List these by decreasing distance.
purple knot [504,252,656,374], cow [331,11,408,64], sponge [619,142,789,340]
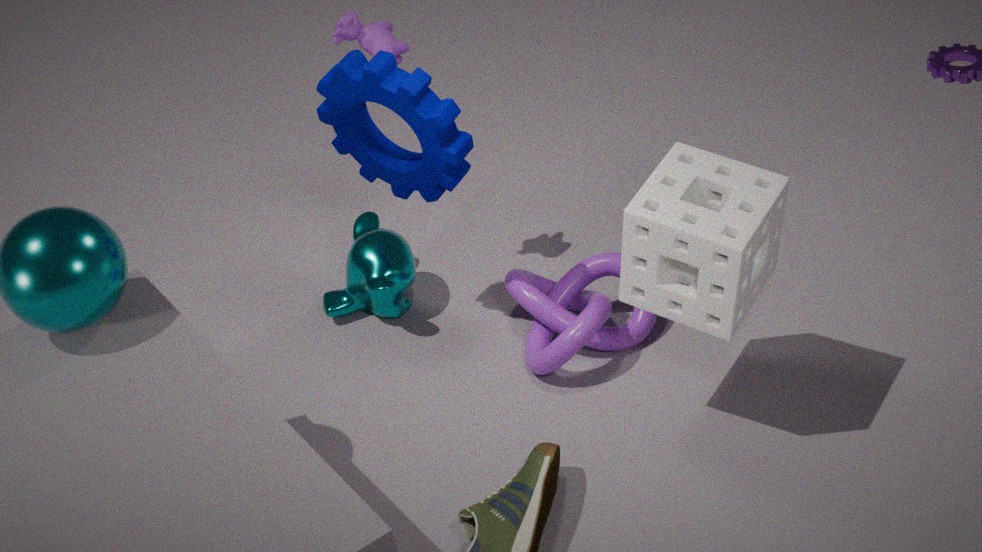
cow [331,11,408,64] → purple knot [504,252,656,374] → sponge [619,142,789,340]
